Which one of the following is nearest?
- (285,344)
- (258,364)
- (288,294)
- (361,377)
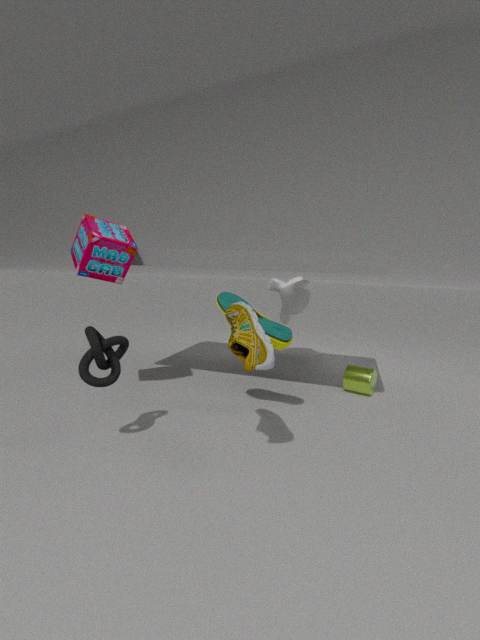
(258,364)
